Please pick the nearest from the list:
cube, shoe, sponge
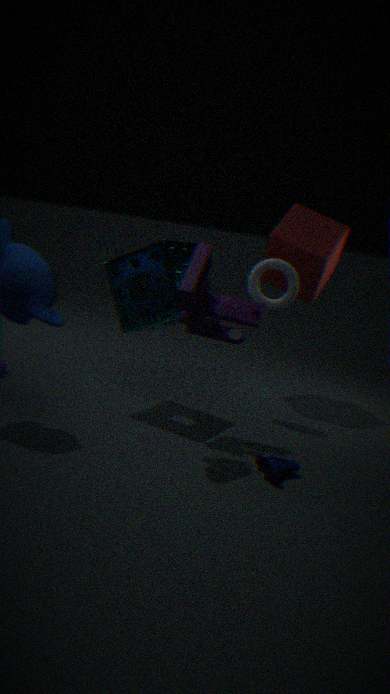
shoe
